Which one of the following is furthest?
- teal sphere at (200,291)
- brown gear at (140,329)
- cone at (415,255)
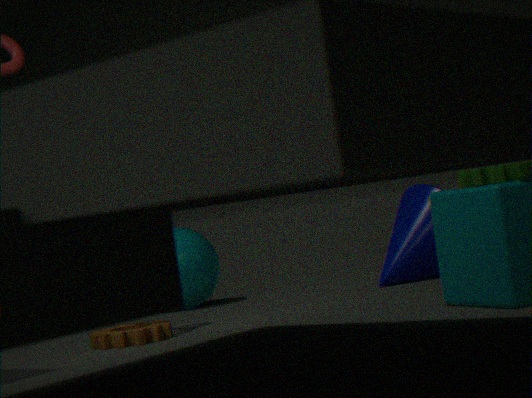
teal sphere at (200,291)
